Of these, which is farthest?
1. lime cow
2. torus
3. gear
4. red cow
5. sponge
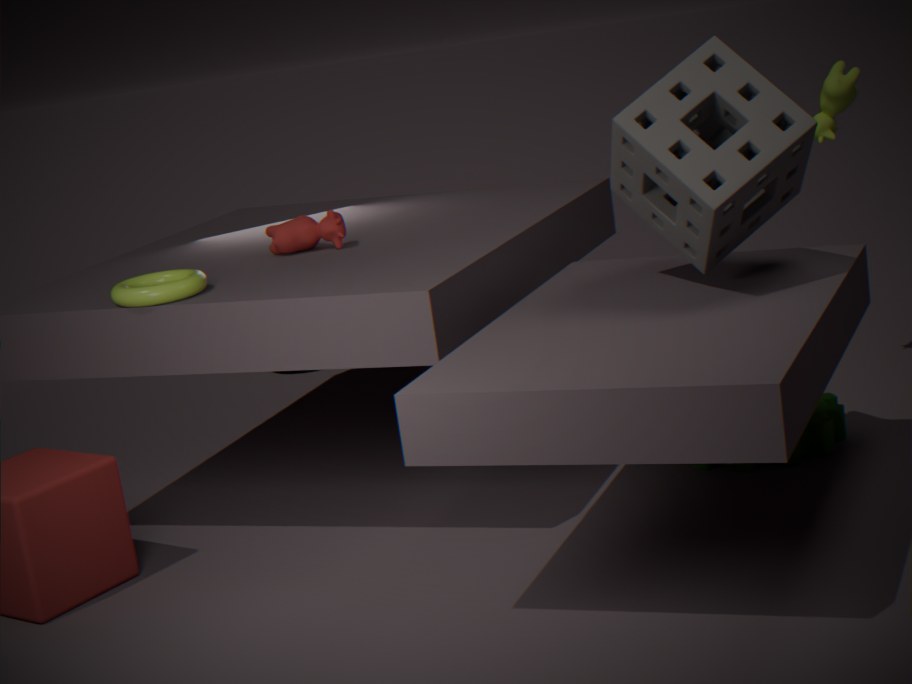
lime cow
